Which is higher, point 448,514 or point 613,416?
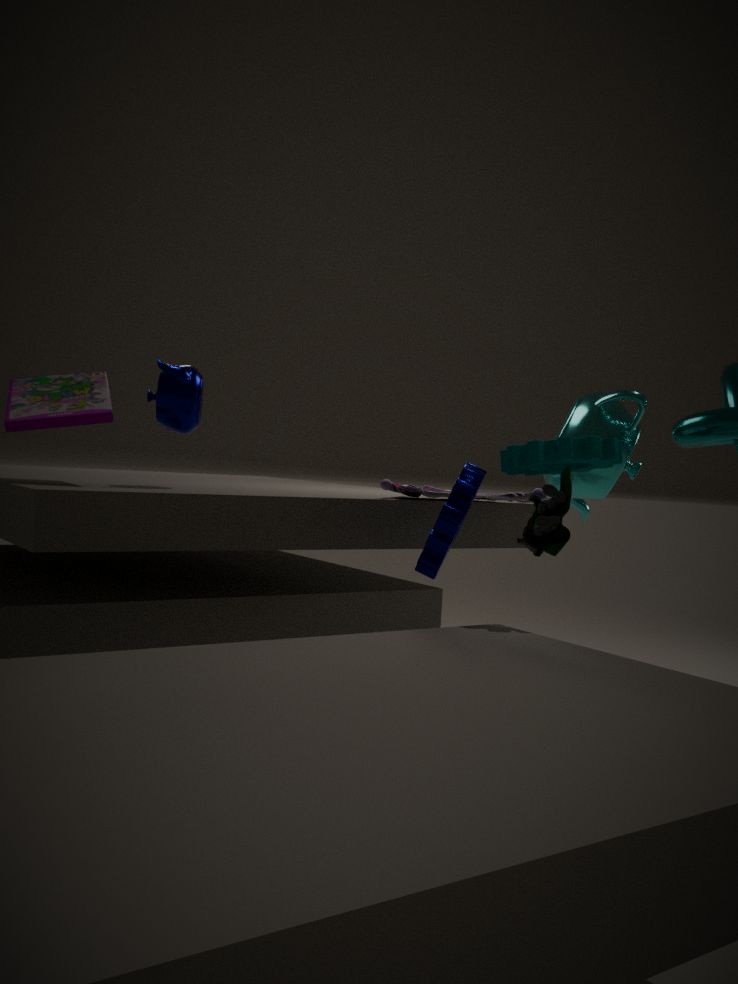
point 613,416
